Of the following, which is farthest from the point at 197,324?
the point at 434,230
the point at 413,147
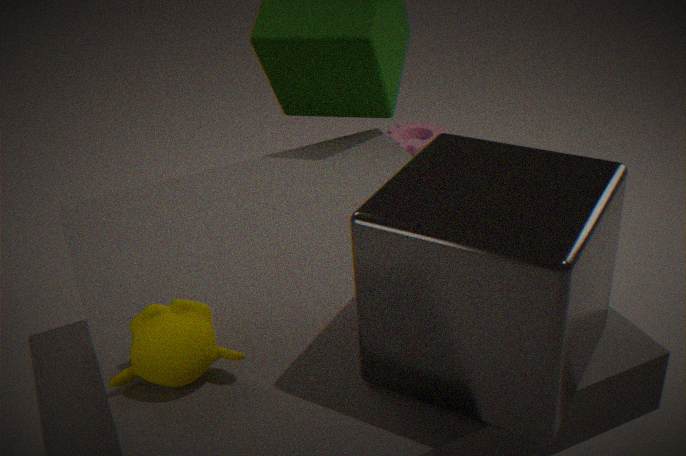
the point at 413,147
